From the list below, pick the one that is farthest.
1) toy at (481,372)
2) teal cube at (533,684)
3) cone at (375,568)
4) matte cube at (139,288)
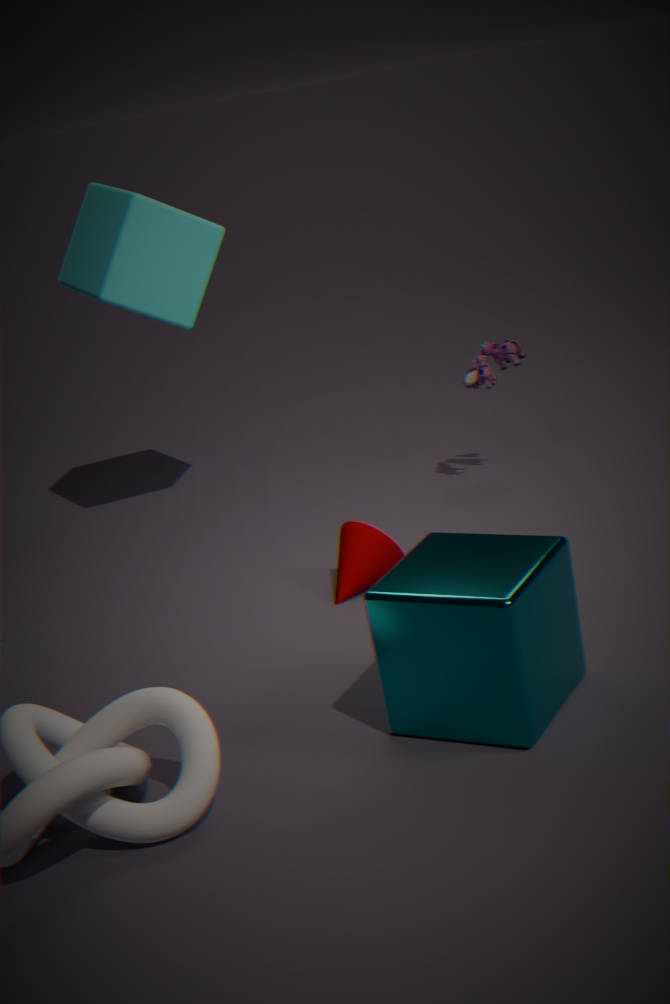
1. toy at (481,372)
